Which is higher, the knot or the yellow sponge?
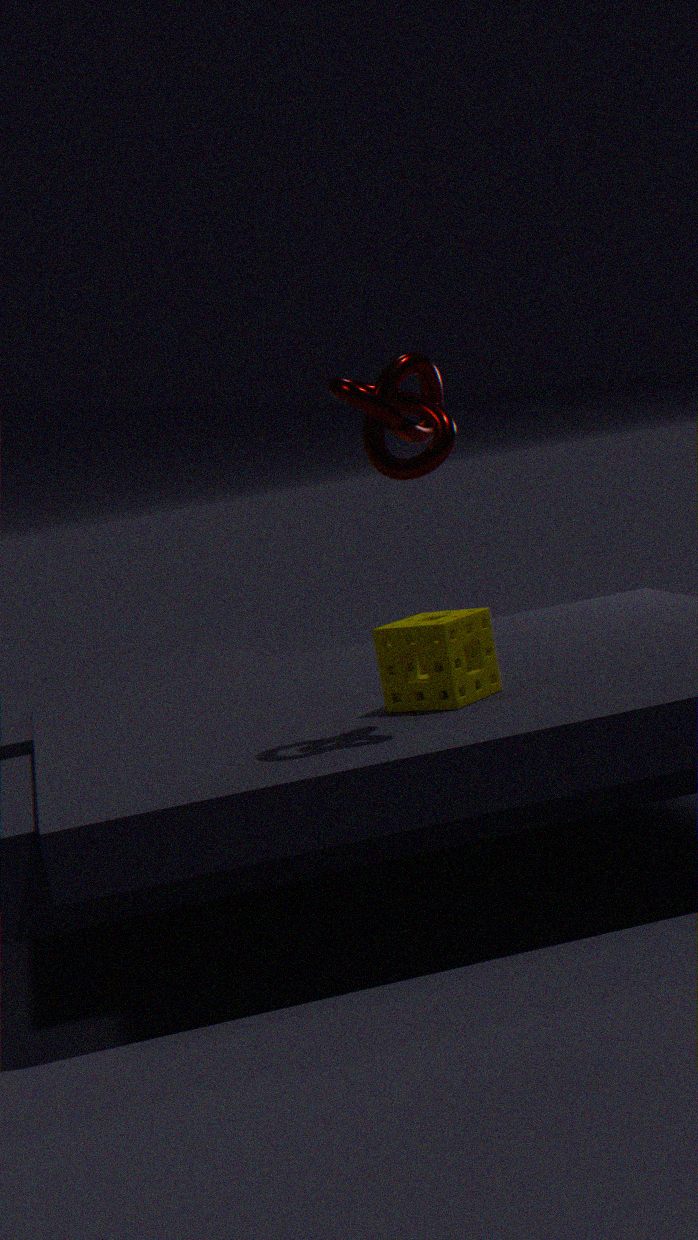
the knot
